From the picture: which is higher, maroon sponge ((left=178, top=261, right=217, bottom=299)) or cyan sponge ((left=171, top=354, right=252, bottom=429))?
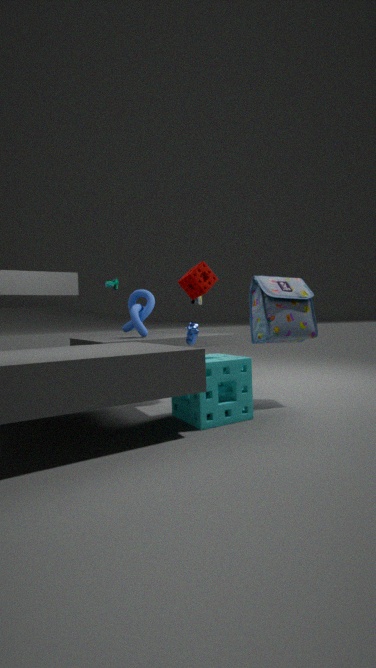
maroon sponge ((left=178, top=261, right=217, bottom=299))
